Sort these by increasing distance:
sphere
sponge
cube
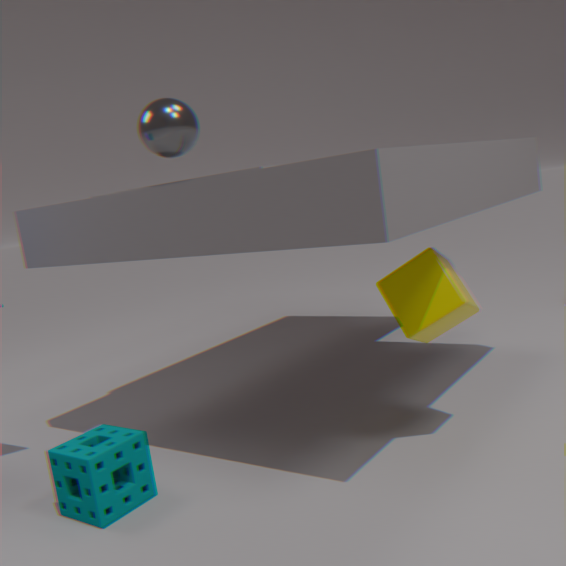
sponge, cube, sphere
